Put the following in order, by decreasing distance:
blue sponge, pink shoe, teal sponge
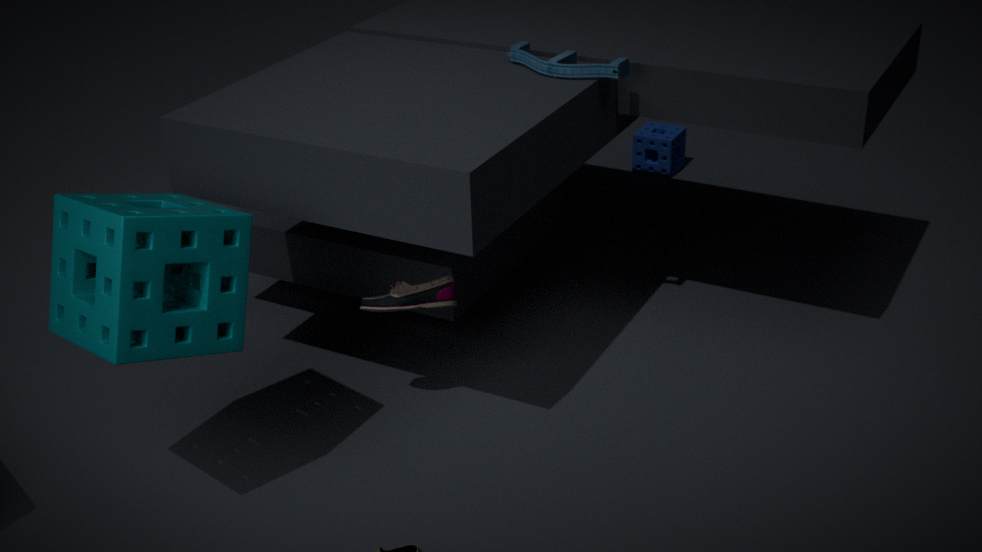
blue sponge, pink shoe, teal sponge
